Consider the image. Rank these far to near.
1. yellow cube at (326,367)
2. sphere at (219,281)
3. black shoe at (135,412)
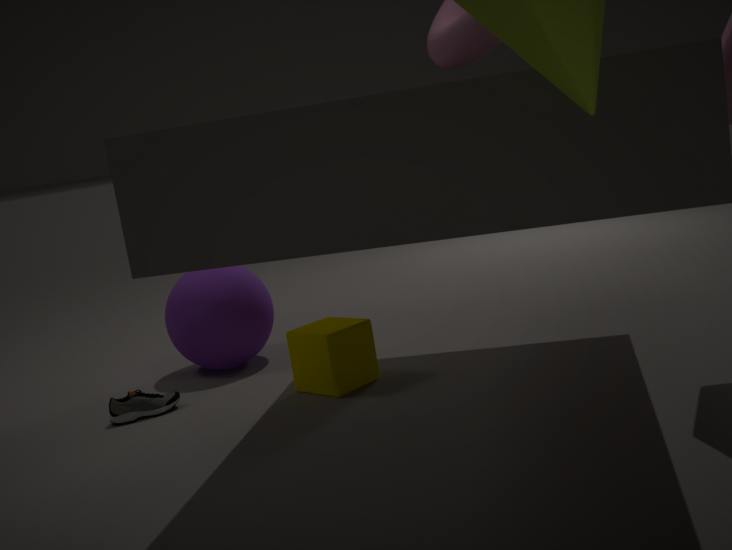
sphere at (219,281) < black shoe at (135,412) < yellow cube at (326,367)
